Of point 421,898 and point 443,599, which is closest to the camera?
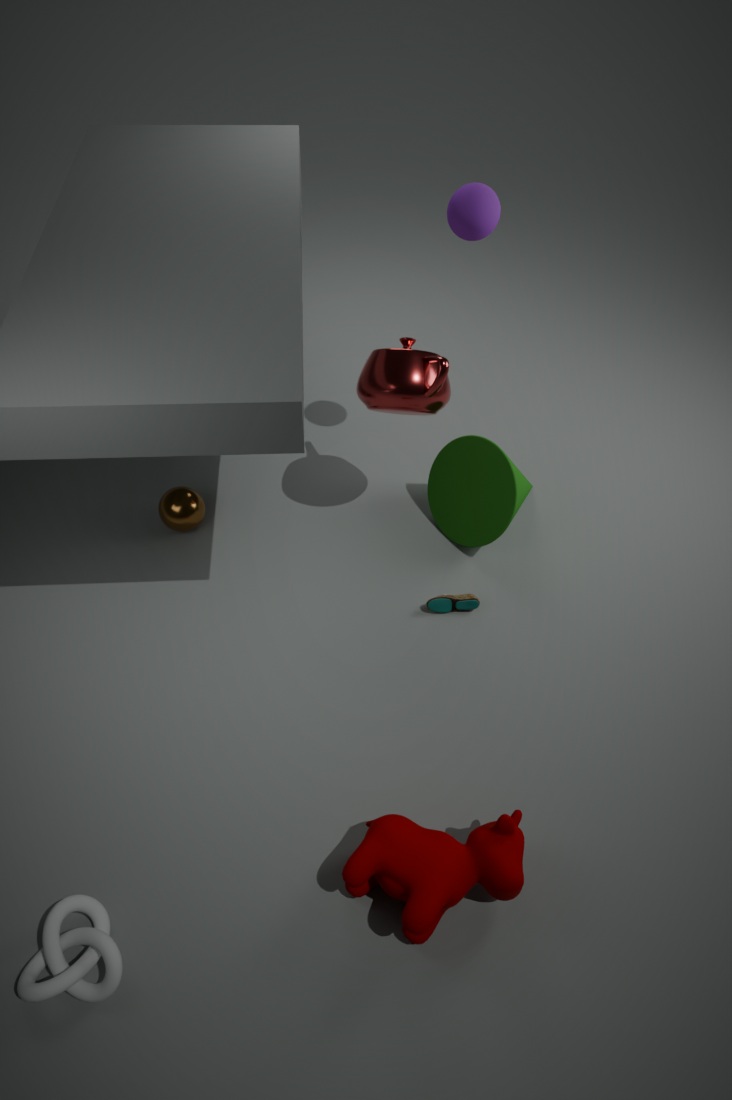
point 421,898
